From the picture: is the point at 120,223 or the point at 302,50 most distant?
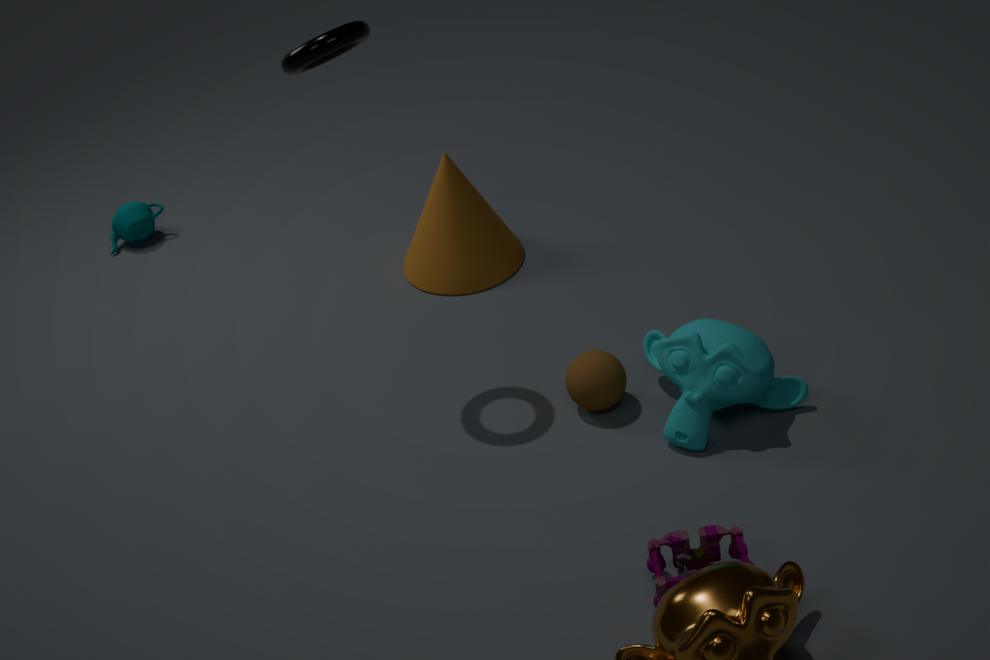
the point at 120,223
